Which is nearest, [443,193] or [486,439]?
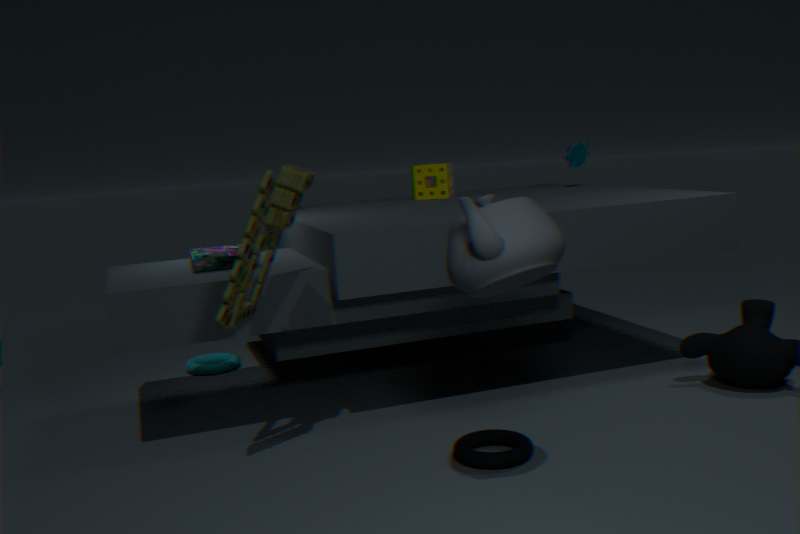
[486,439]
